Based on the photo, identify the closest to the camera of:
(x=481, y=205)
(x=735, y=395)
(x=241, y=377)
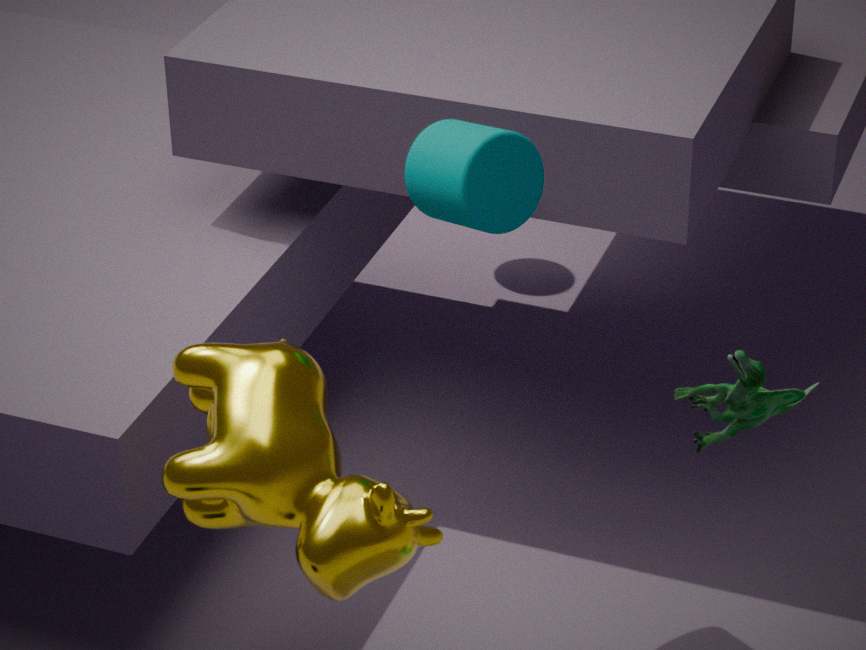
(x=735, y=395)
